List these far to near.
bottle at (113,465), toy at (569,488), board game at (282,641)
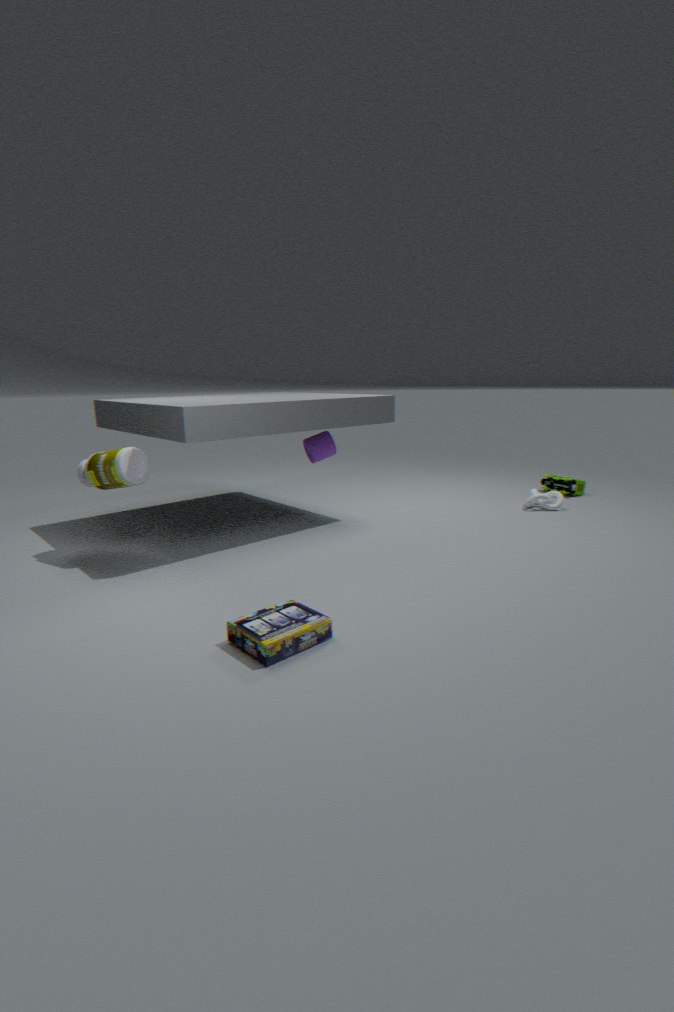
toy at (569,488) < bottle at (113,465) < board game at (282,641)
